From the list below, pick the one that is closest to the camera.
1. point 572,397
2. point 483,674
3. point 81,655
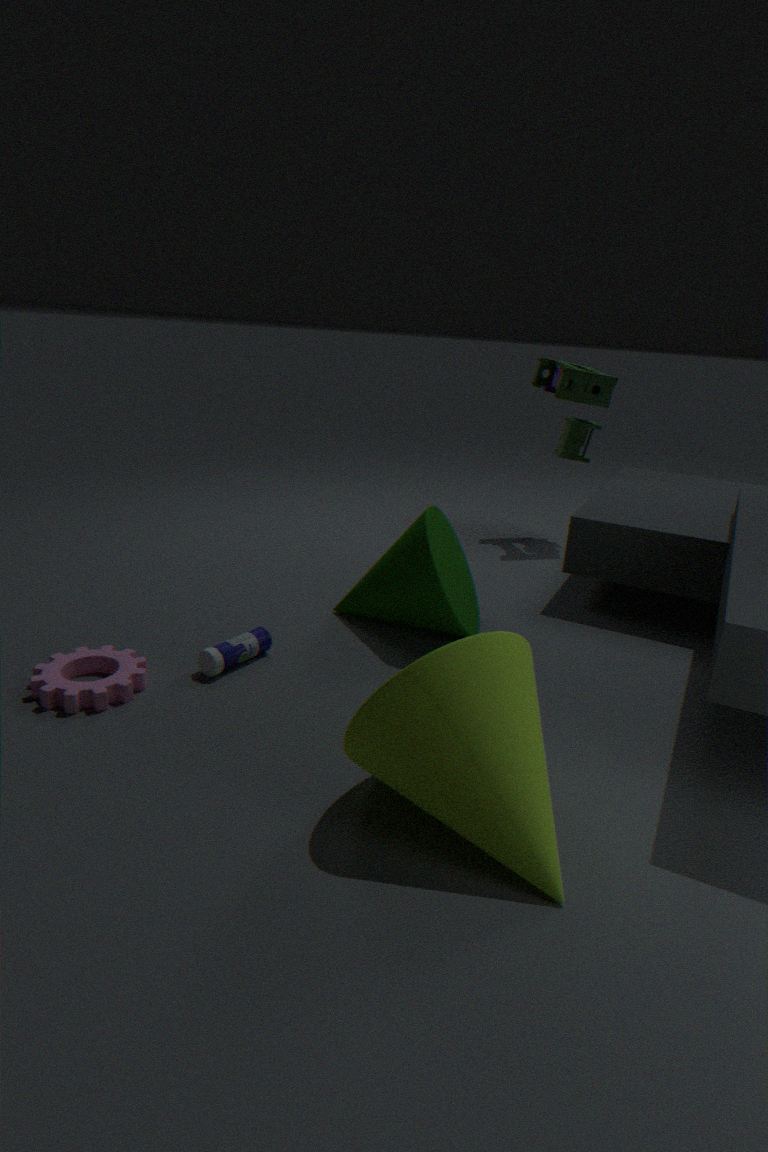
point 483,674
